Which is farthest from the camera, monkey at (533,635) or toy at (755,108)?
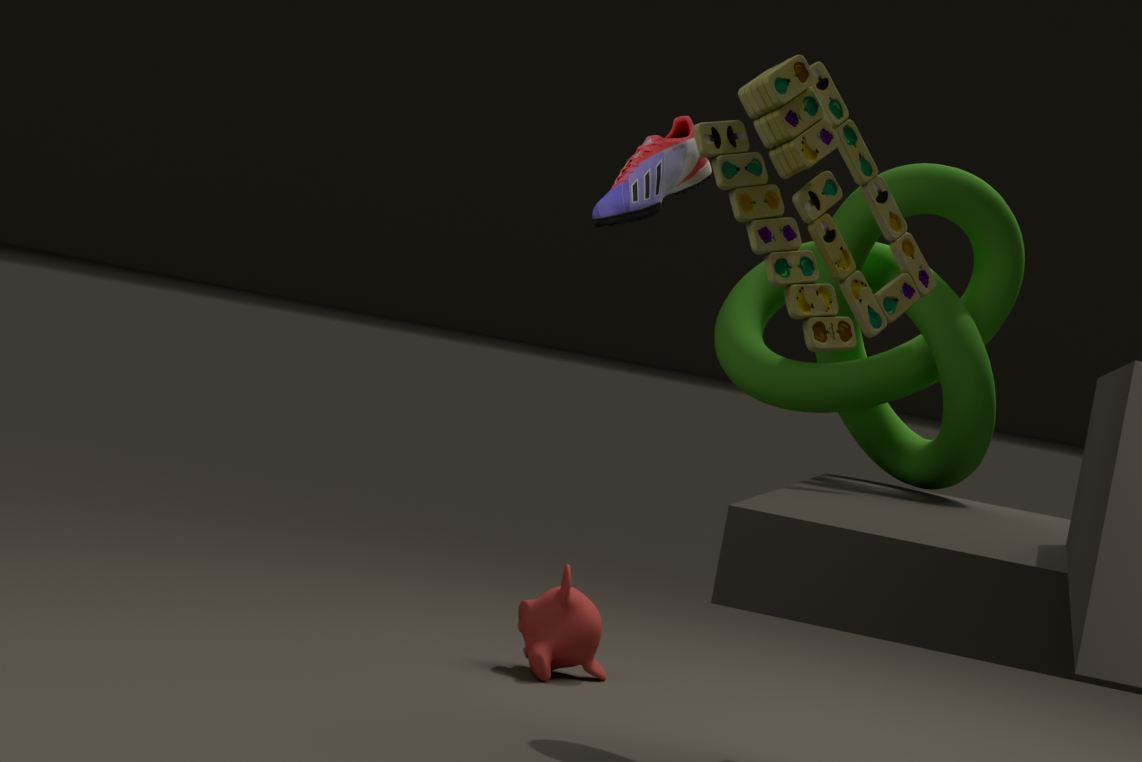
monkey at (533,635)
